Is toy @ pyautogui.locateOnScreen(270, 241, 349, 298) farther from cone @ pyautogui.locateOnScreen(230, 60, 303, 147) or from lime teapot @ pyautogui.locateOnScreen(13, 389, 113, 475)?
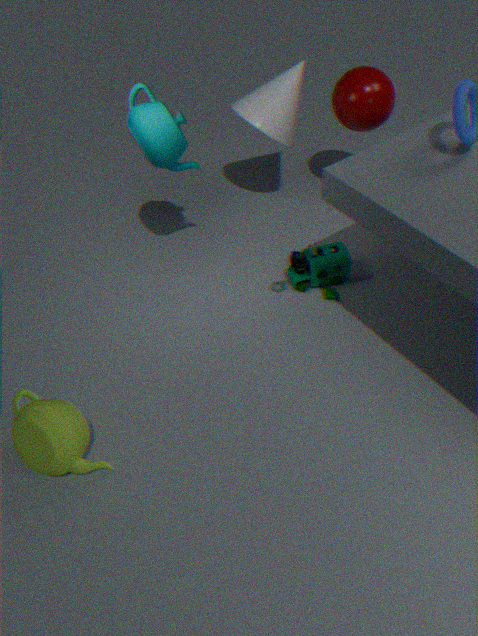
lime teapot @ pyautogui.locateOnScreen(13, 389, 113, 475)
